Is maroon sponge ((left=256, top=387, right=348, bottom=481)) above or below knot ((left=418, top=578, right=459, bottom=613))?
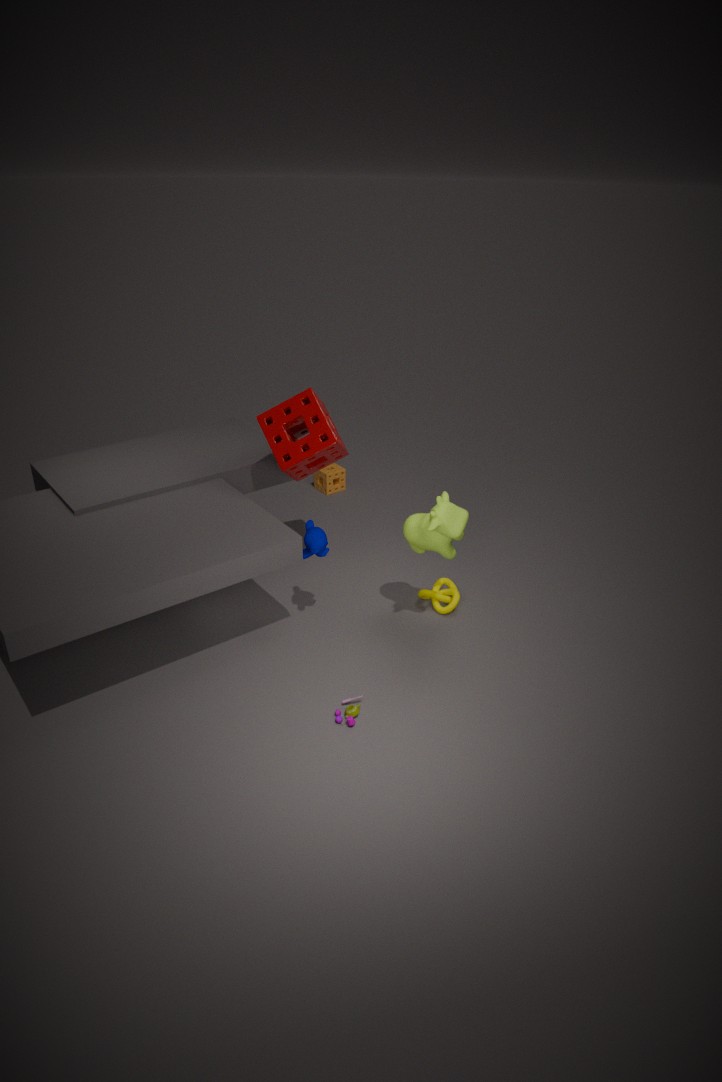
above
